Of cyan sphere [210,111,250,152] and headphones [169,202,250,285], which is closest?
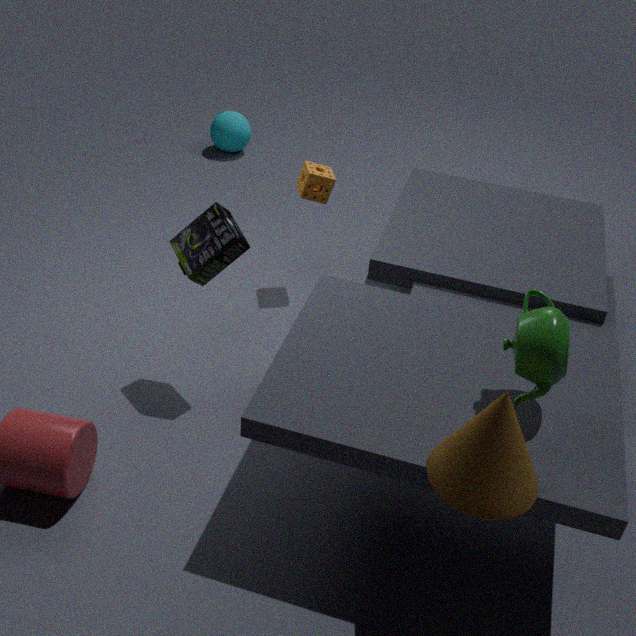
headphones [169,202,250,285]
